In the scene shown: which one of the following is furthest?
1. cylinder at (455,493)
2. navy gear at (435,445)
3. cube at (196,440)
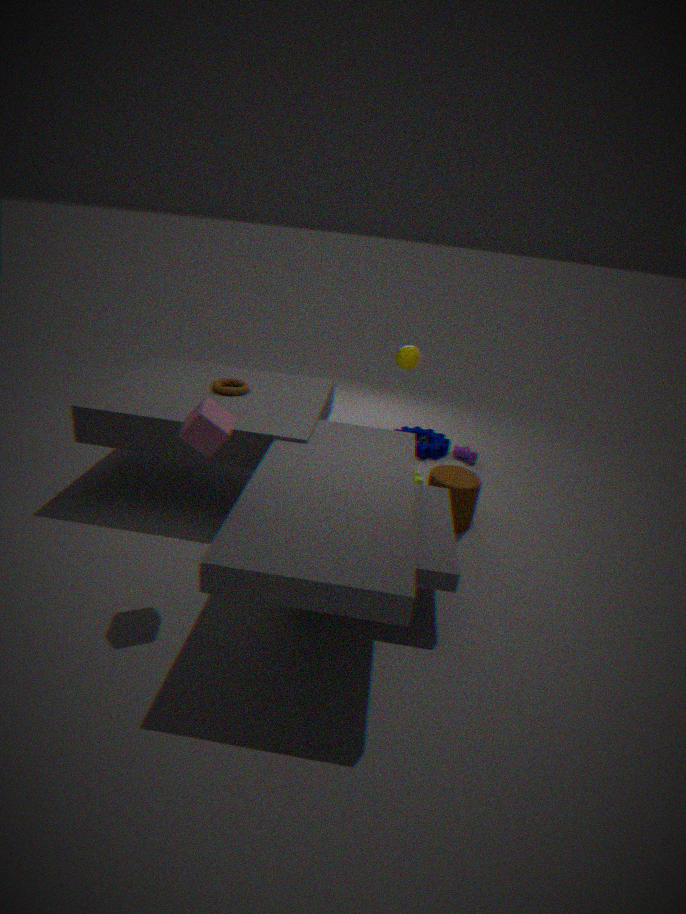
navy gear at (435,445)
